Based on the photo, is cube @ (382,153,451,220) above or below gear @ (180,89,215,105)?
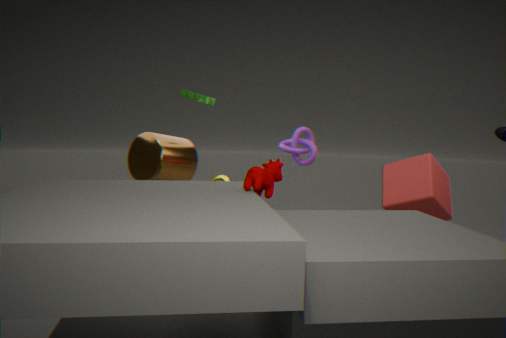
below
